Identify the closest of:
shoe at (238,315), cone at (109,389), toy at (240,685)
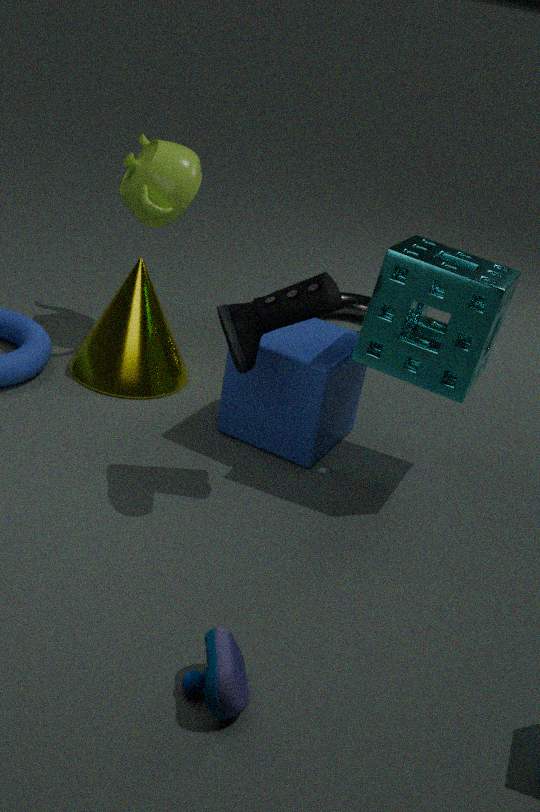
toy at (240,685)
